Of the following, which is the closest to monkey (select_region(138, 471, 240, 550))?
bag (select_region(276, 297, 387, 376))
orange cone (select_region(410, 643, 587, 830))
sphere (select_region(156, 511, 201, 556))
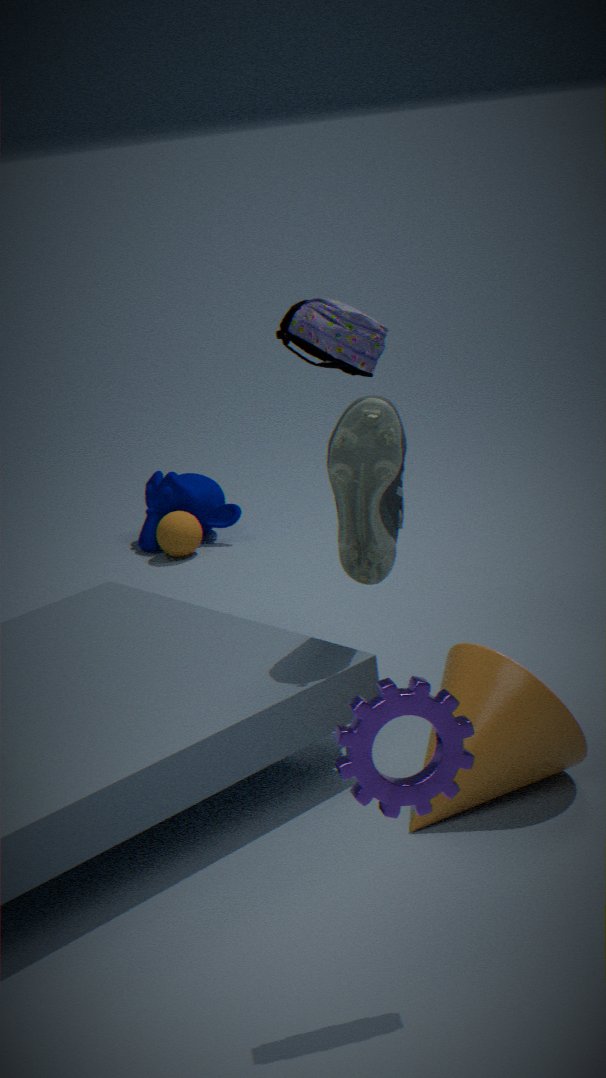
sphere (select_region(156, 511, 201, 556))
